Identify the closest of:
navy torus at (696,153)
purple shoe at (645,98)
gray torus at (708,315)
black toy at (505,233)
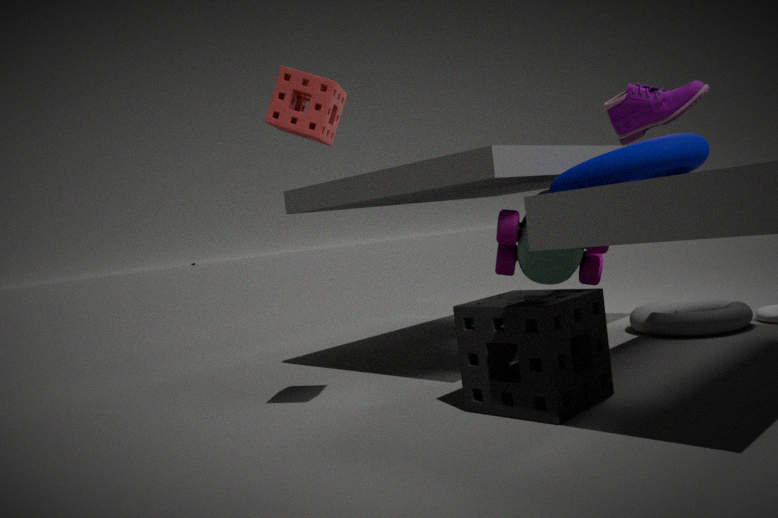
purple shoe at (645,98)
